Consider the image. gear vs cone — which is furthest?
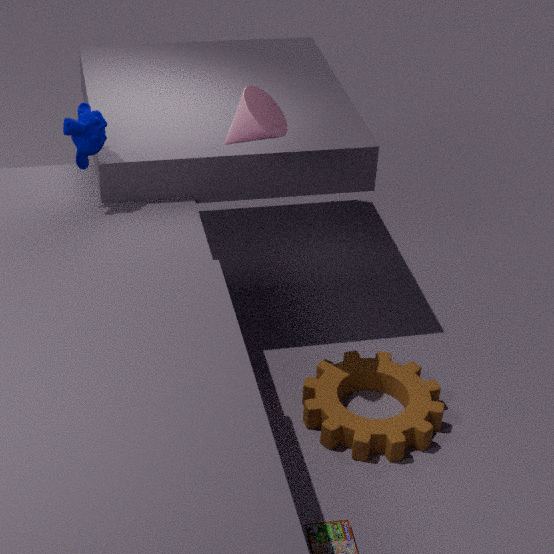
gear
